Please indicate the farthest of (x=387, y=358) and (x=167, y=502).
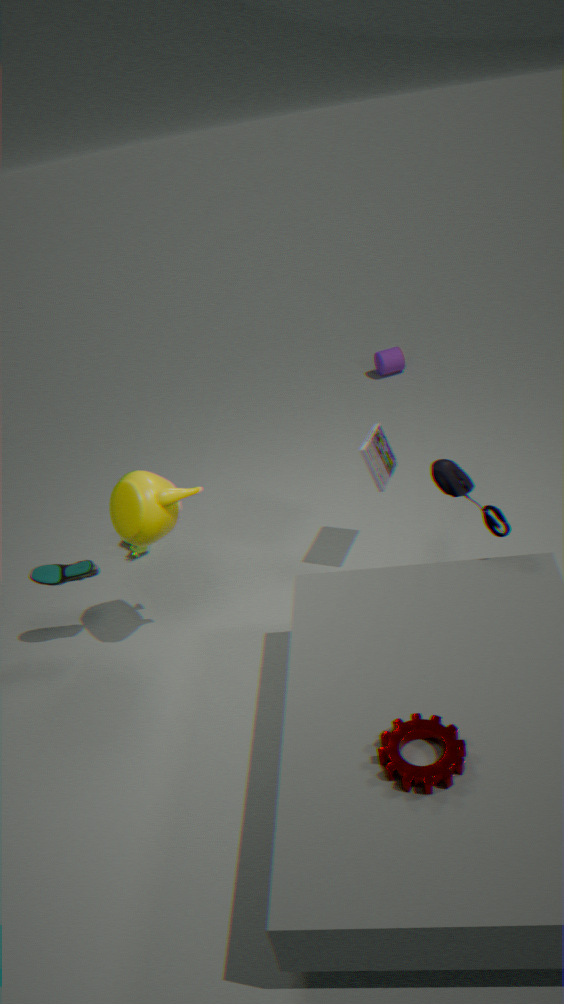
Answer: (x=387, y=358)
